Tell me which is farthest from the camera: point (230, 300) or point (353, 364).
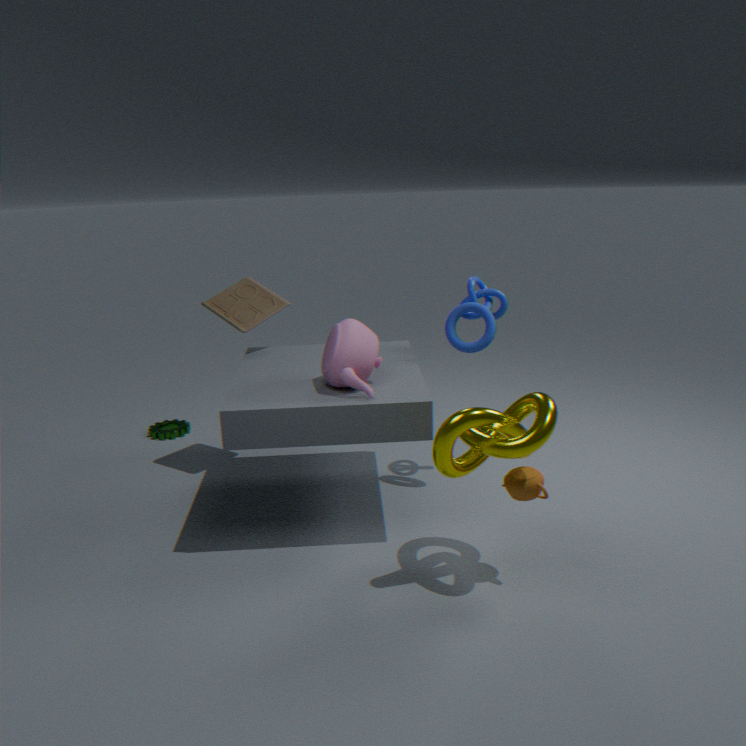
point (230, 300)
